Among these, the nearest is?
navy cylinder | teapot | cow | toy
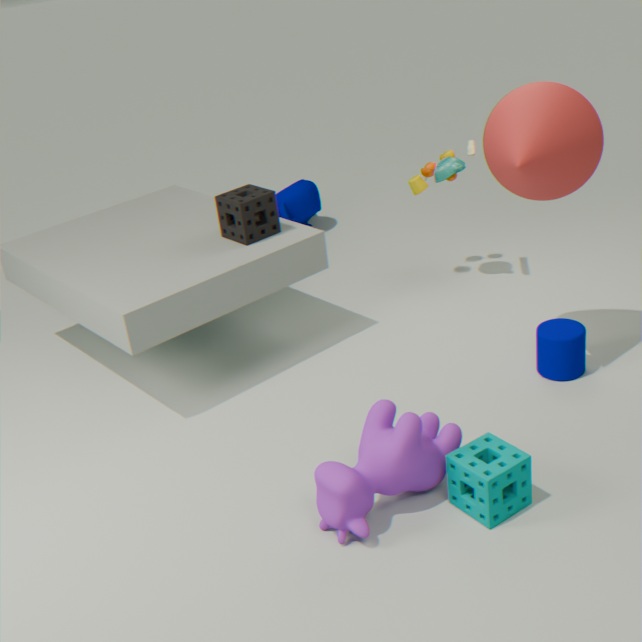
cow
